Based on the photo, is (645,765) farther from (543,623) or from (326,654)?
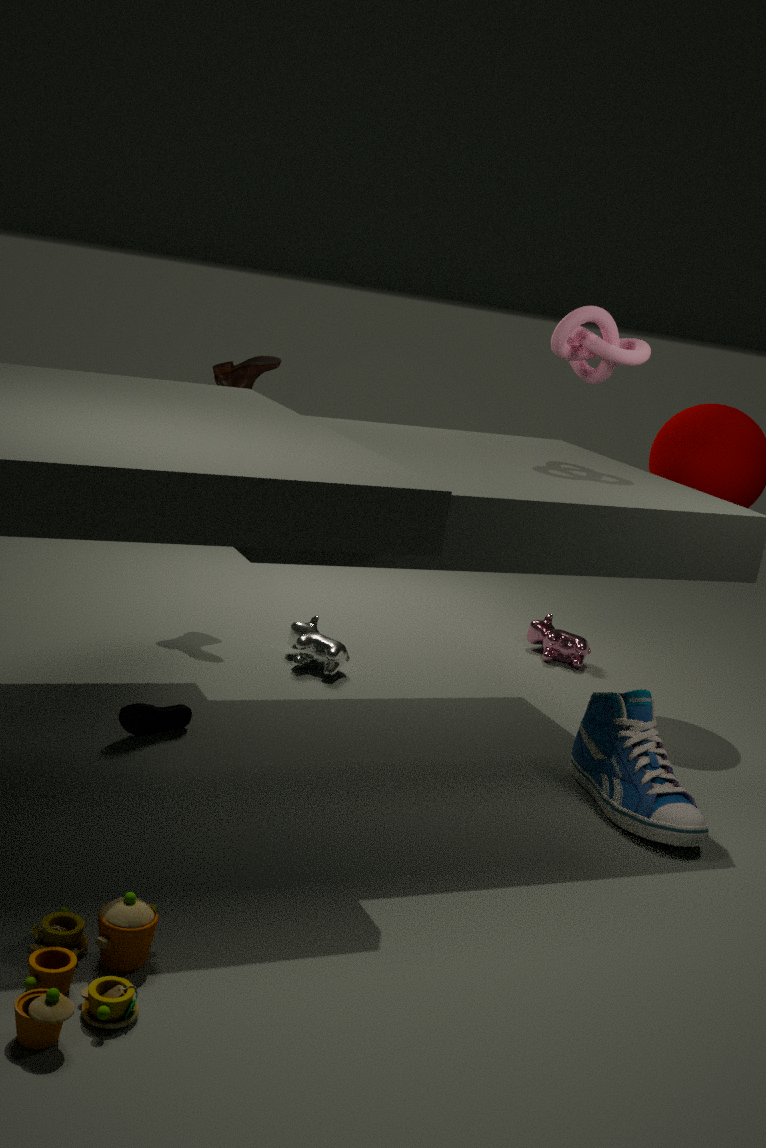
(543,623)
